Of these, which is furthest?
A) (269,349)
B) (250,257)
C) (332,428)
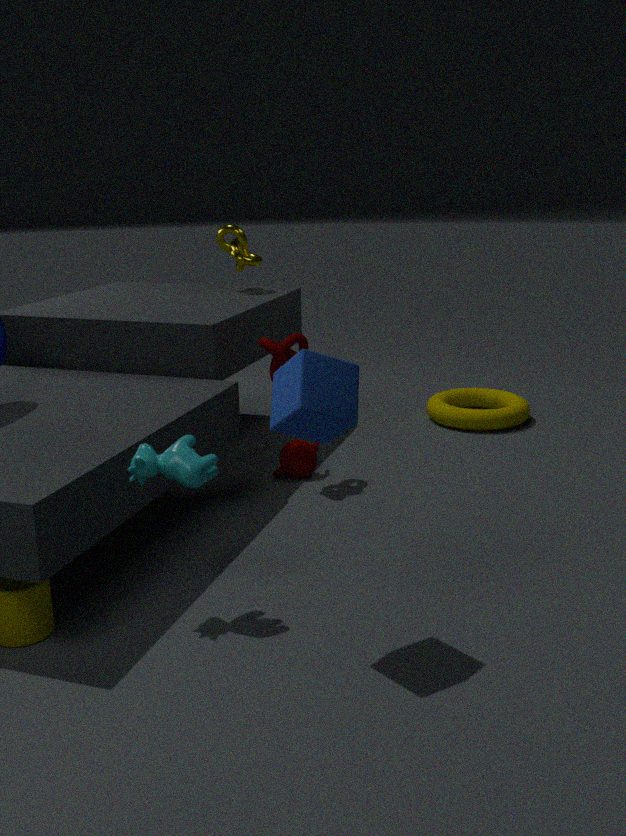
(250,257)
